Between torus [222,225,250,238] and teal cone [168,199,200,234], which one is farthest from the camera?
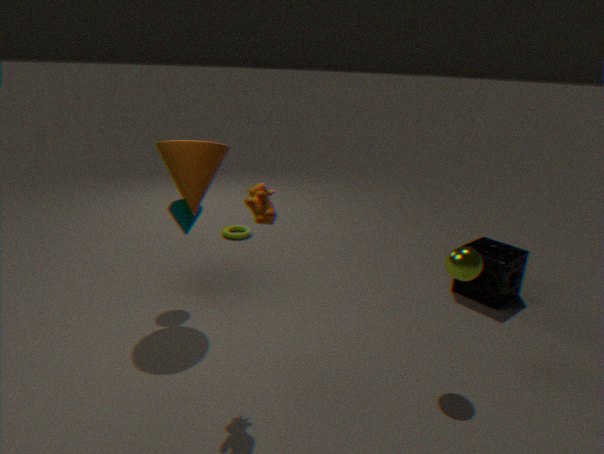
torus [222,225,250,238]
